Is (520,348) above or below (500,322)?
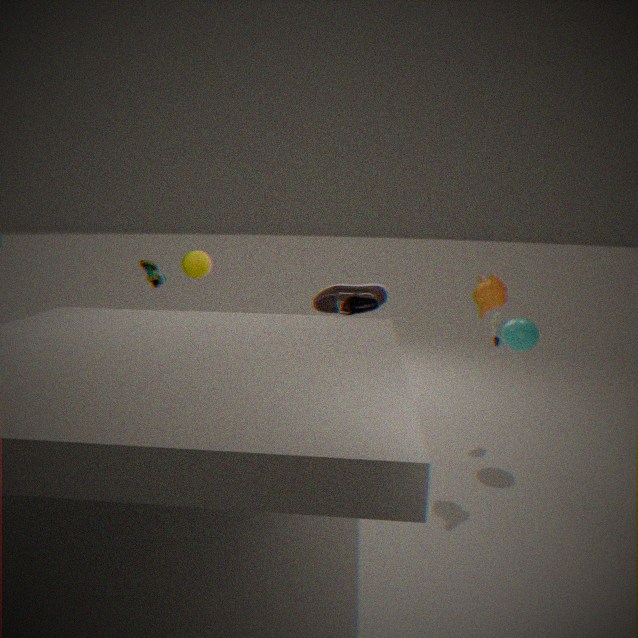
above
